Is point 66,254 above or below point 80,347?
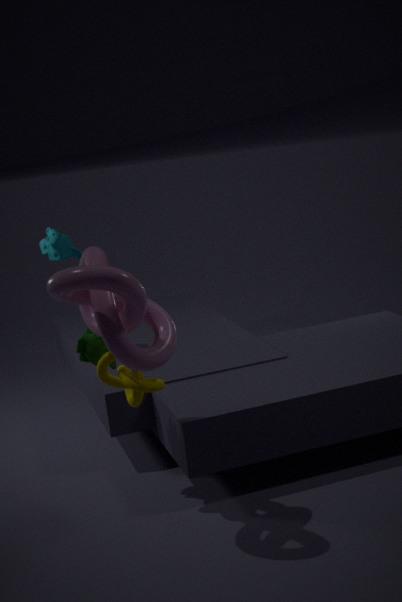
above
